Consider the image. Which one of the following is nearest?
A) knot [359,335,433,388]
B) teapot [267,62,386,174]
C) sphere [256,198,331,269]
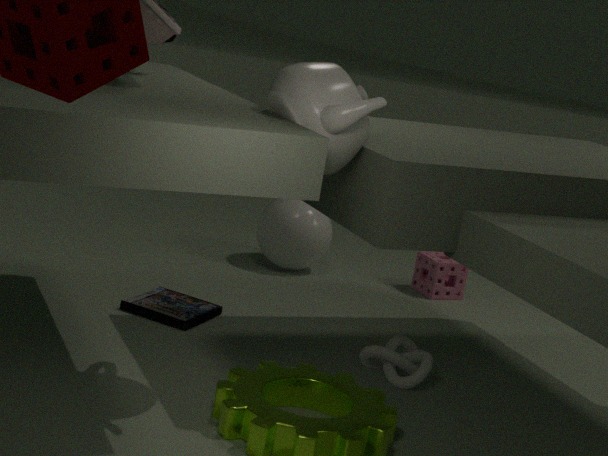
teapot [267,62,386,174]
